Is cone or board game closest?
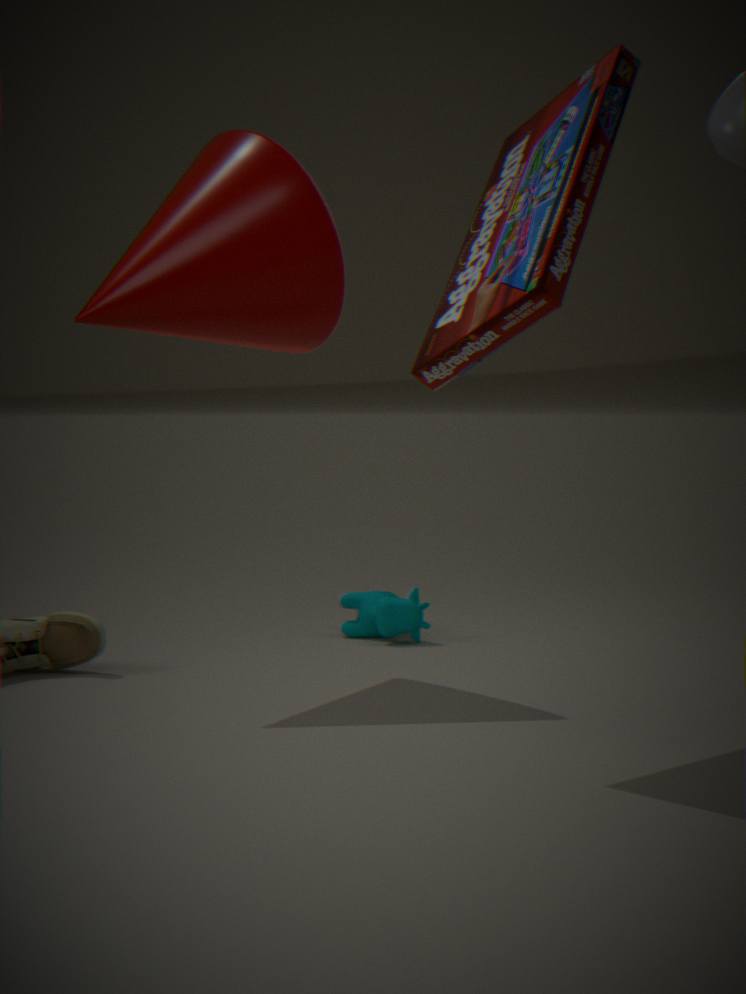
board game
